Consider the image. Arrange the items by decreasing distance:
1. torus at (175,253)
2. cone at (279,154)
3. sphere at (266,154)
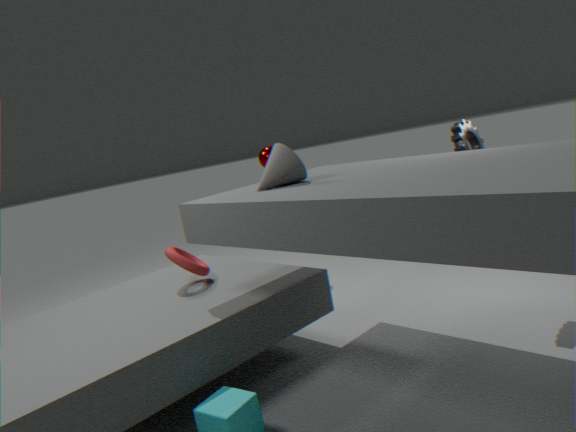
sphere at (266,154)
torus at (175,253)
cone at (279,154)
